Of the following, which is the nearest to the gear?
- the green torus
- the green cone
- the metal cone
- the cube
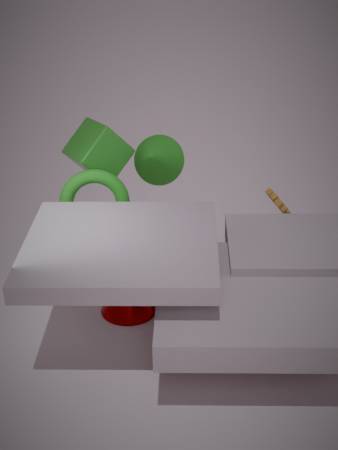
the green cone
